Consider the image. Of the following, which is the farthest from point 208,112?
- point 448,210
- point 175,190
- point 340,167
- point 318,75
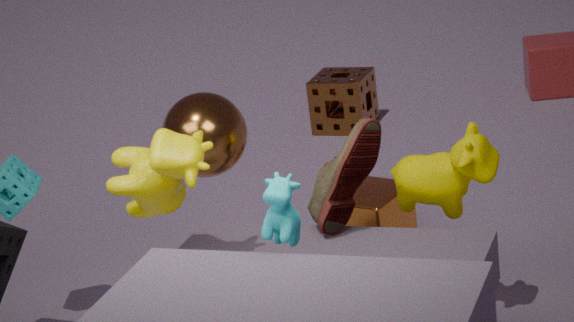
point 318,75
